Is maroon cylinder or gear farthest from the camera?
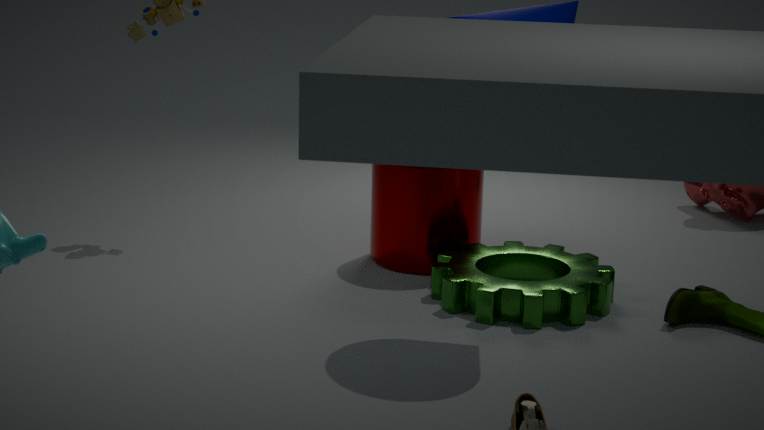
maroon cylinder
